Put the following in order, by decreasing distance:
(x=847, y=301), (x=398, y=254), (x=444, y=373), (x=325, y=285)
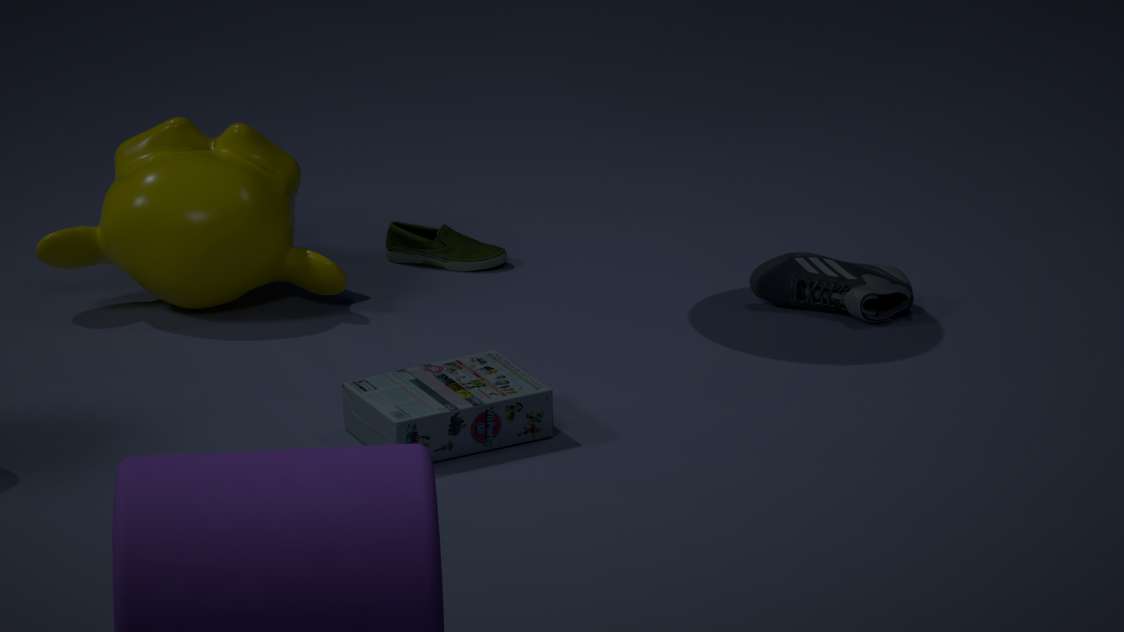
(x=398, y=254)
(x=325, y=285)
(x=847, y=301)
(x=444, y=373)
